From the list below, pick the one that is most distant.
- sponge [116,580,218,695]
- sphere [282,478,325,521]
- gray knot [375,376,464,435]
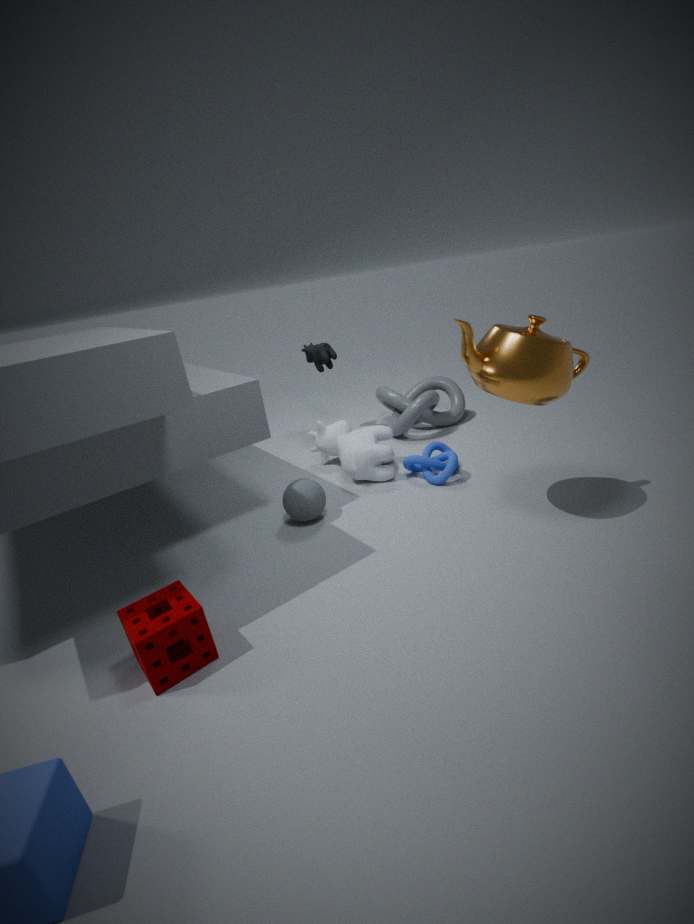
gray knot [375,376,464,435]
